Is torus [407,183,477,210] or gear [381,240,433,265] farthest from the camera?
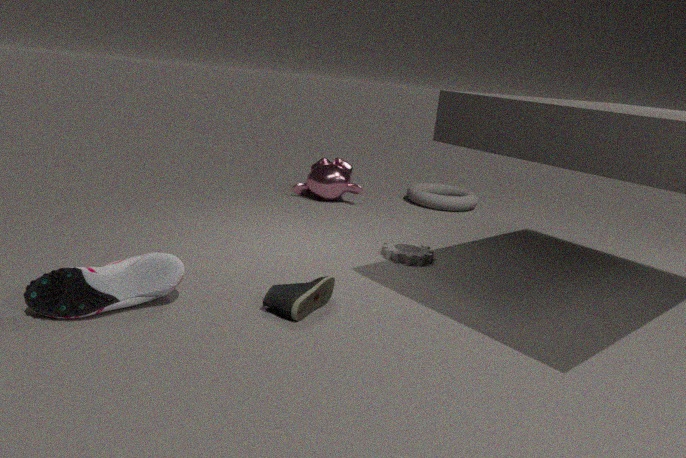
torus [407,183,477,210]
